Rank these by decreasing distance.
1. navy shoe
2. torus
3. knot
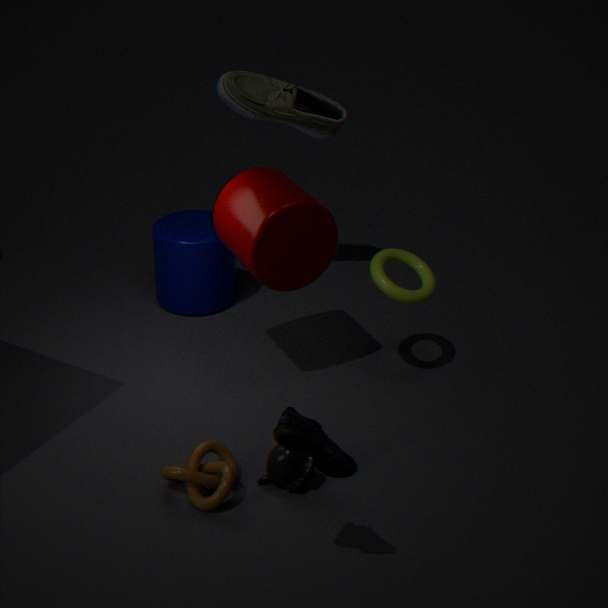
torus, knot, navy shoe
